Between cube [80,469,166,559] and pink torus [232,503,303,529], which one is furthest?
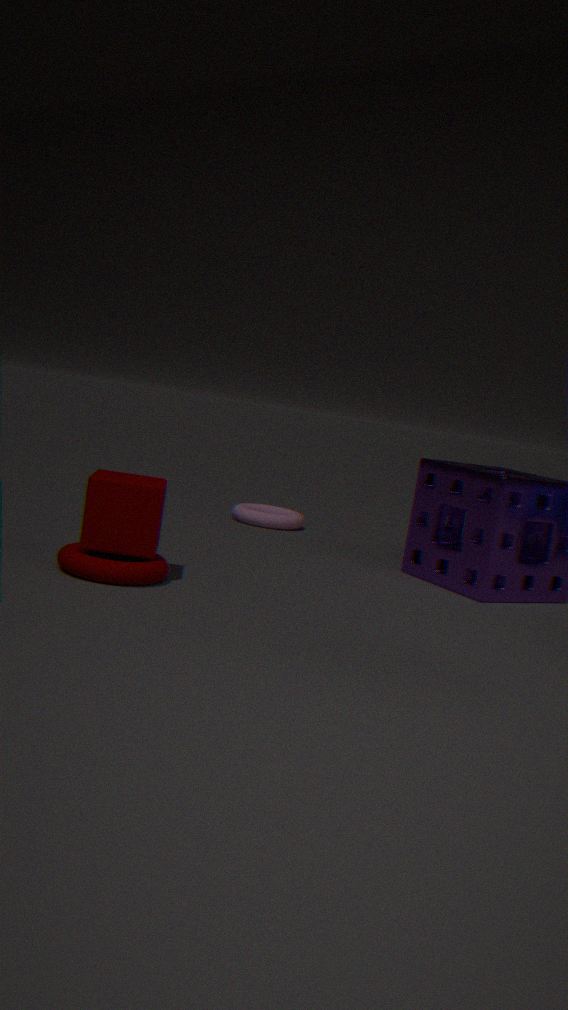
pink torus [232,503,303,529]
